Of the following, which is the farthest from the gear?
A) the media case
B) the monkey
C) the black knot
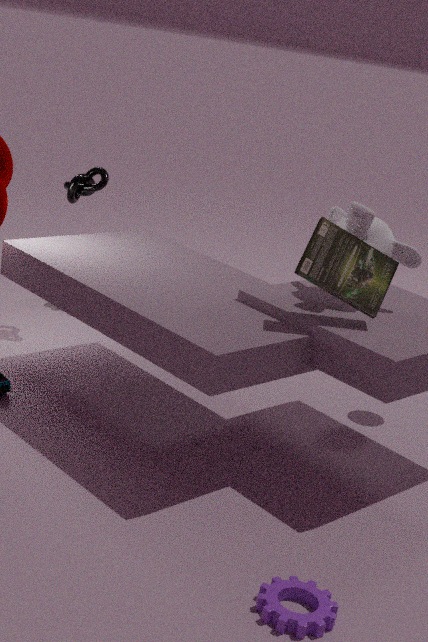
the black knot
